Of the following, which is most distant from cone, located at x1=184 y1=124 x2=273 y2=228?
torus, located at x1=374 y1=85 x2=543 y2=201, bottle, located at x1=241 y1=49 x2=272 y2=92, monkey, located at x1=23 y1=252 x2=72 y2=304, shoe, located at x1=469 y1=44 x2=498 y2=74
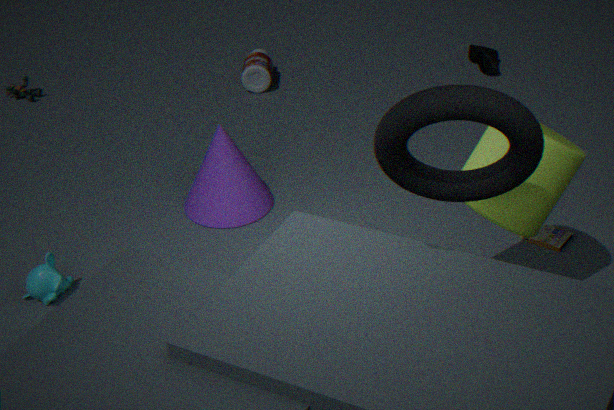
shoe, located at x1=469 y1=44 x2=498 y2=74
